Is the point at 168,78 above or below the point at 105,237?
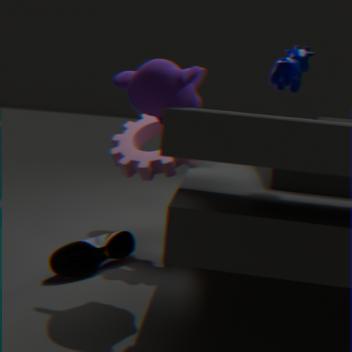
above
